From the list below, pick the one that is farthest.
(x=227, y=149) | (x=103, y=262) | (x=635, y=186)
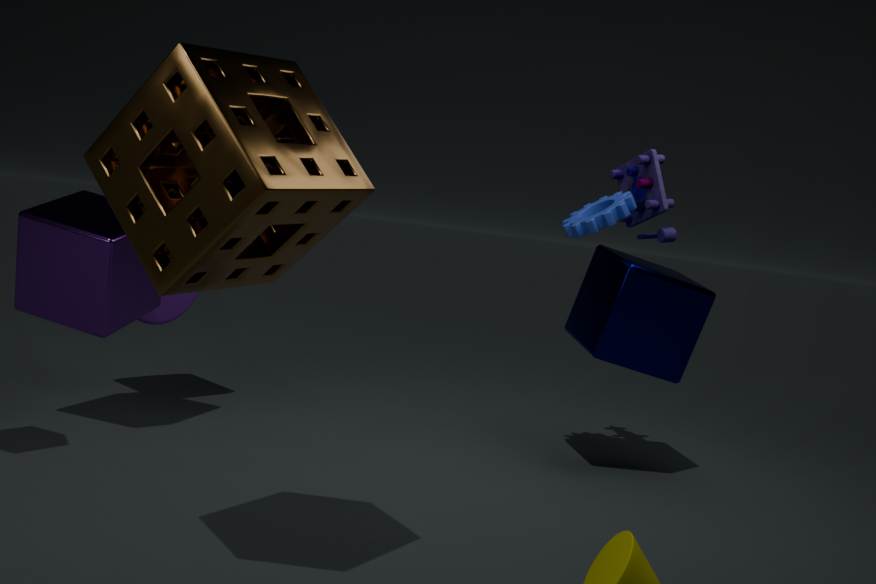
(x=635, y=186)
